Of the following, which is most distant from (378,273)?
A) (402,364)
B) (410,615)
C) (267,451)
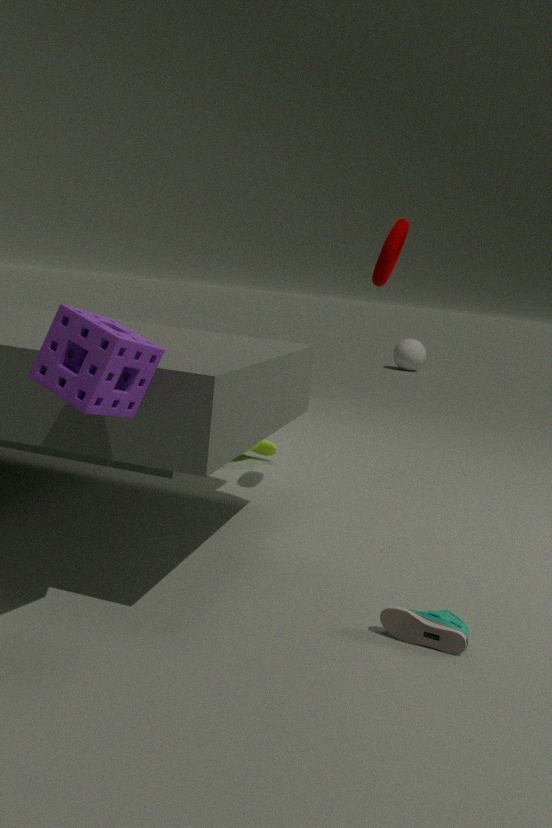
(402,364)
